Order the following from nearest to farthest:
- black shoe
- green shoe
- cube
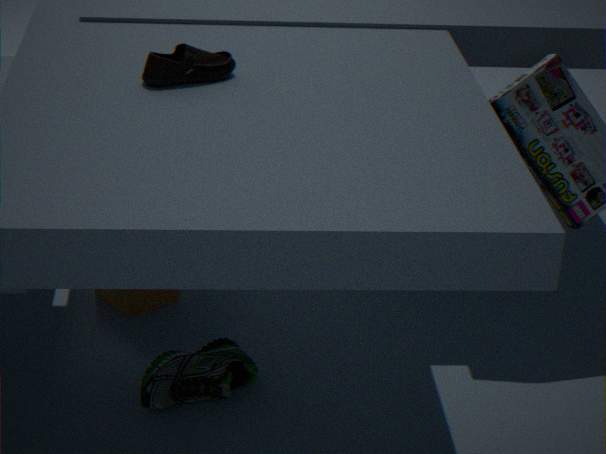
black shoe → green shoe → cube
